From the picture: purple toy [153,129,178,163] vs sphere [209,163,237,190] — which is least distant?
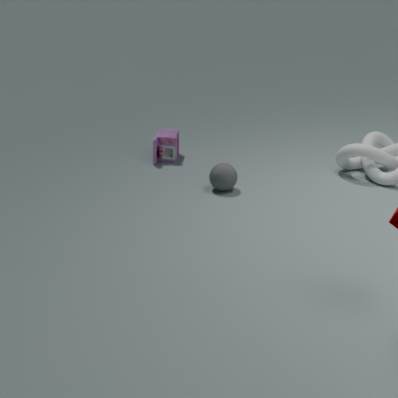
sphere [209,163,237,190]
